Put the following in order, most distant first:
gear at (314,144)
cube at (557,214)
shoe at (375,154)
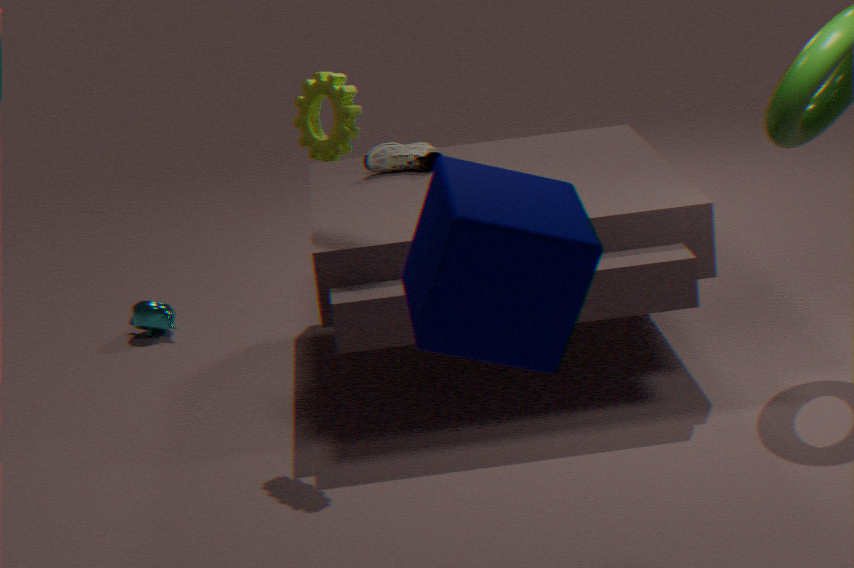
shoe at (375,154) < gear at (314,144) < cube at (557,214)
